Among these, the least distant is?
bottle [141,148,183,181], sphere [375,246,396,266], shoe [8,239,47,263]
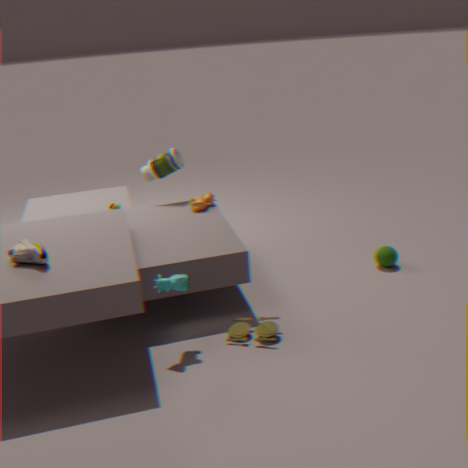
shoe [8,239,47,263]
